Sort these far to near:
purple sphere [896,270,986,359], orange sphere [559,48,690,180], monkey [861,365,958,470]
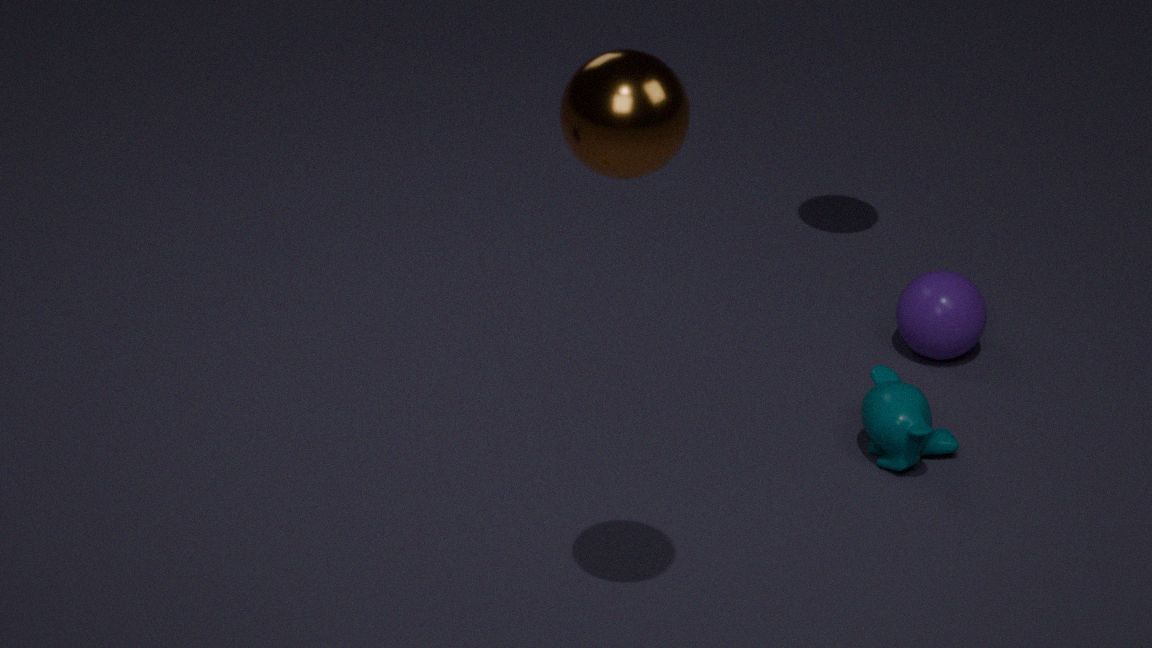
1. purple sphere [896,270,986,359]
2. monkey [861,365,958,470]
3. orange sphere [559,48,690,180]
